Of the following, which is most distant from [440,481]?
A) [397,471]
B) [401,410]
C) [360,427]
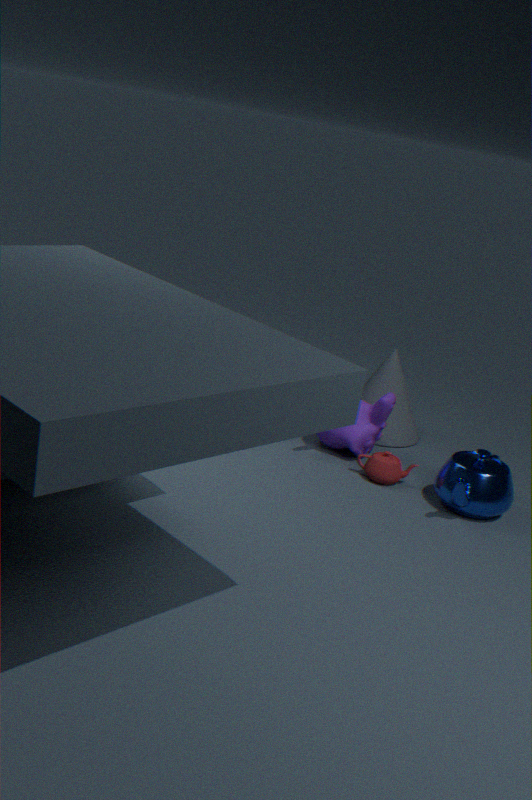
[401,410]
